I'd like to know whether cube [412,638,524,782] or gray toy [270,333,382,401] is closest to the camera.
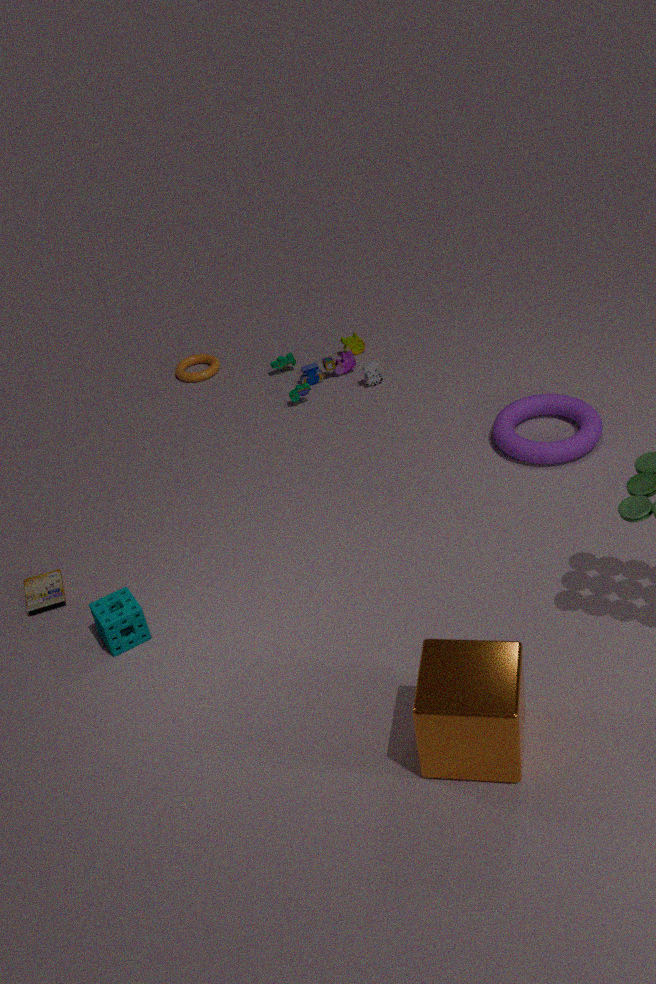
cube [412,638,524,782]
